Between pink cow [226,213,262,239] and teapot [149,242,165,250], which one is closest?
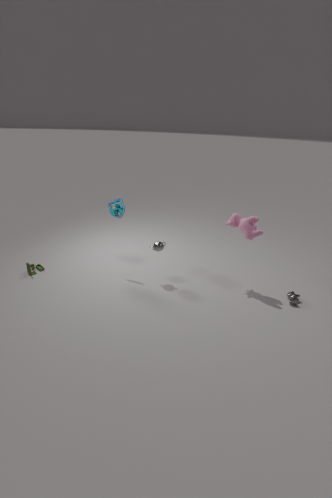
pink cow [226,213,262,239]
